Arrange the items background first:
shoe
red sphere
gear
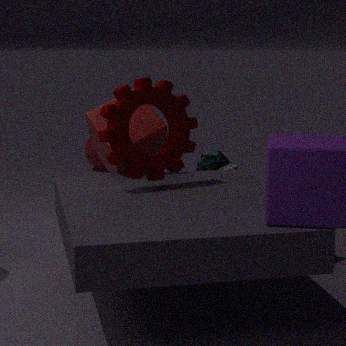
red sphere → shoe → gear
